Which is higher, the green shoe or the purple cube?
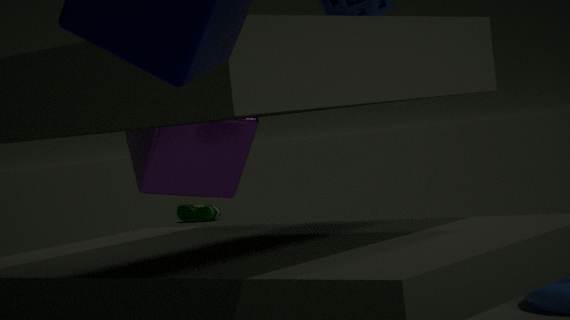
the purple cube
